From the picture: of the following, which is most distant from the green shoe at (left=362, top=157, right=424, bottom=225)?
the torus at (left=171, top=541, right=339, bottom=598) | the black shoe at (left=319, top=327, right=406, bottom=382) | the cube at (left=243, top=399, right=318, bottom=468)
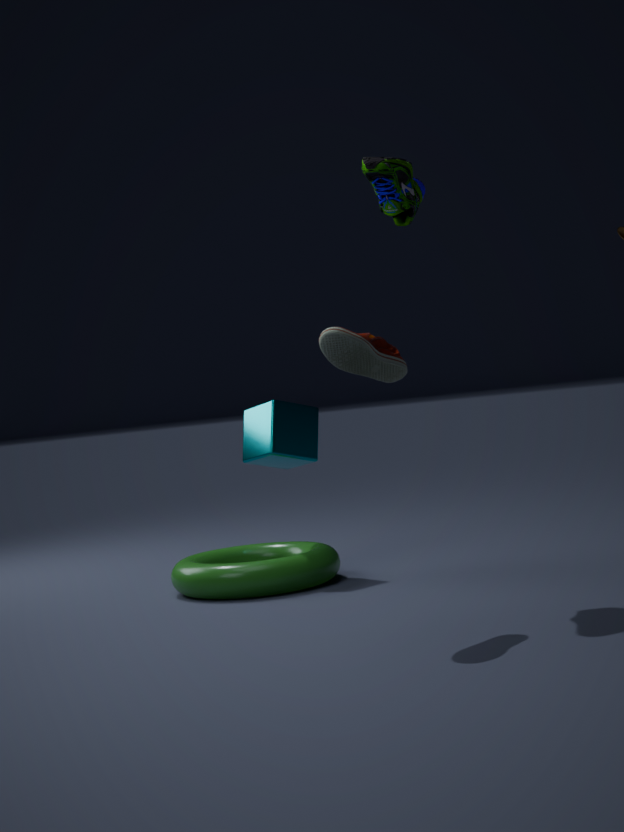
the torus at (left=171, top=541, right=339, bottom=598)
